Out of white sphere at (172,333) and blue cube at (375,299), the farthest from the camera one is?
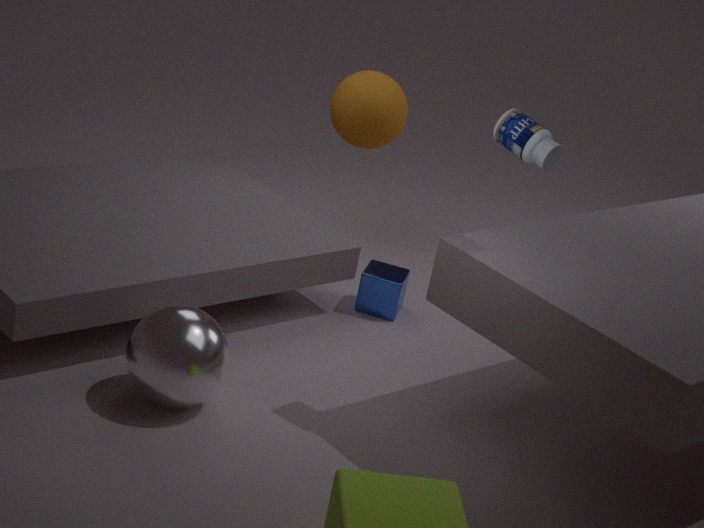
blue cube at (375,299)
